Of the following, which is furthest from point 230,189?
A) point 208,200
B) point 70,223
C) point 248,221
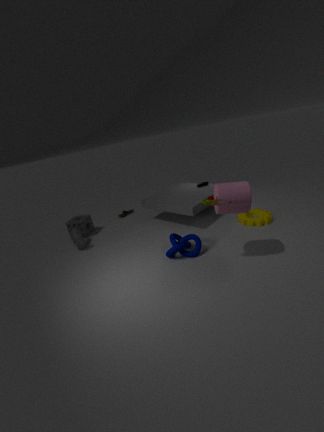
point 70,223
